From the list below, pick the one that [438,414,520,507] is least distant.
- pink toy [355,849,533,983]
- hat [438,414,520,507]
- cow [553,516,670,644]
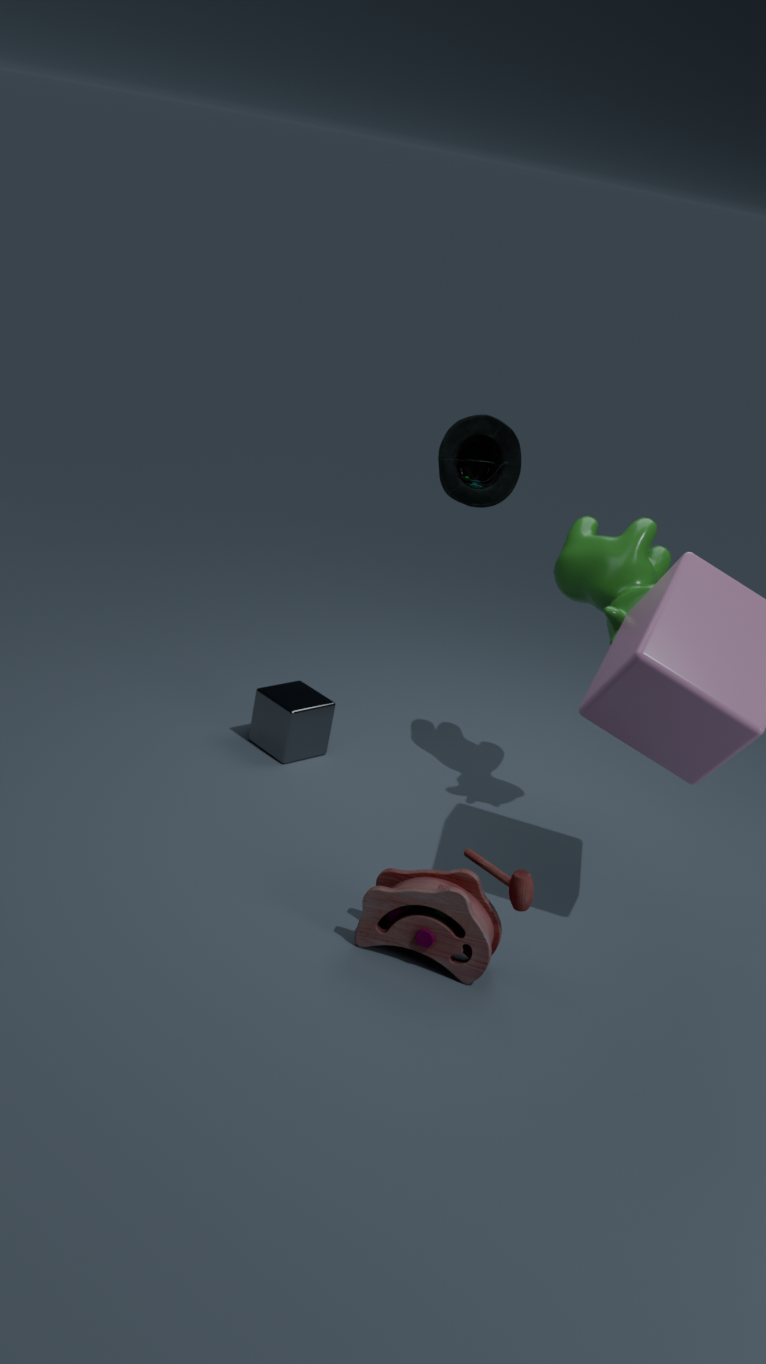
pink toy [355,849,533,983]
